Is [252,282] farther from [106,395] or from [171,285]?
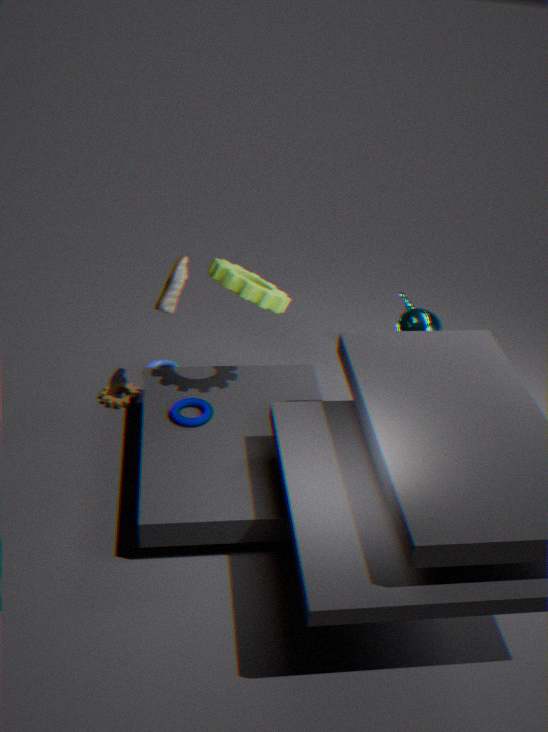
[106,395]
